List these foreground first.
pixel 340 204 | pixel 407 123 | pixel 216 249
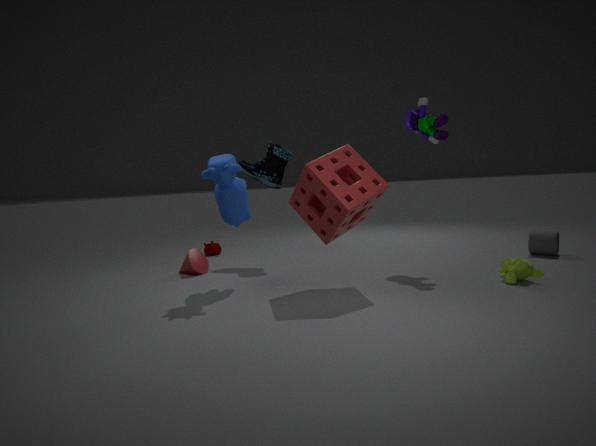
pixel 340 204
pixel 407 123
pixel 216 249
